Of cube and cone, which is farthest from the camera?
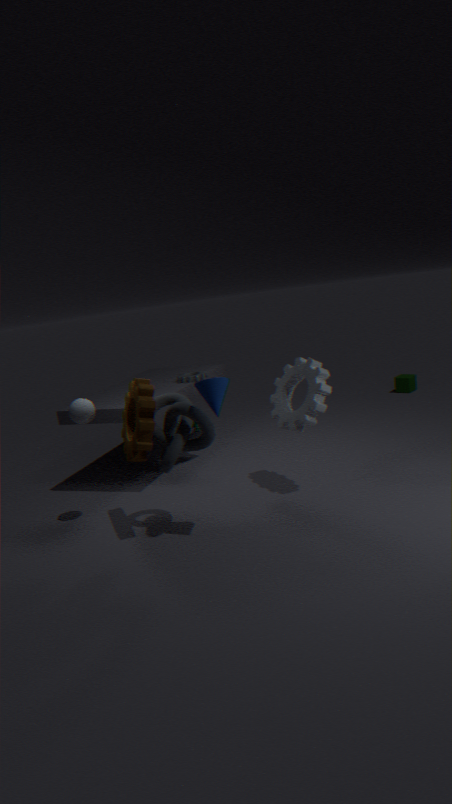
cube
